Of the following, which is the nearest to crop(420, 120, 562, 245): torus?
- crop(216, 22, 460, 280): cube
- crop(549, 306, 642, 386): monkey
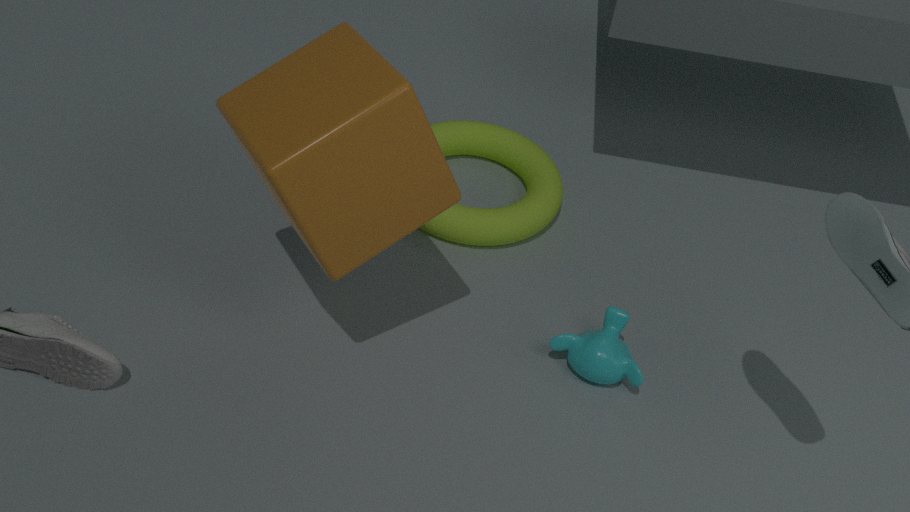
crop(549, 306, 642, 386): monkey
